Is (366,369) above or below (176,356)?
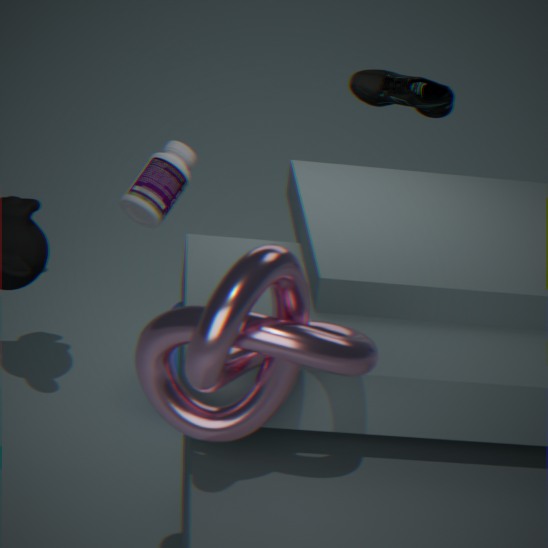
above
